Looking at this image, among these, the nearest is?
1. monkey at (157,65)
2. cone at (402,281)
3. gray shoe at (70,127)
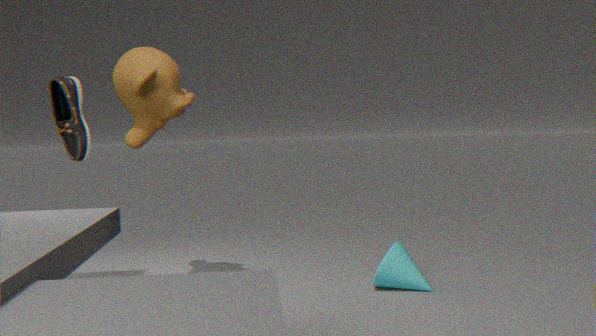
gray shoe at (70,127)
